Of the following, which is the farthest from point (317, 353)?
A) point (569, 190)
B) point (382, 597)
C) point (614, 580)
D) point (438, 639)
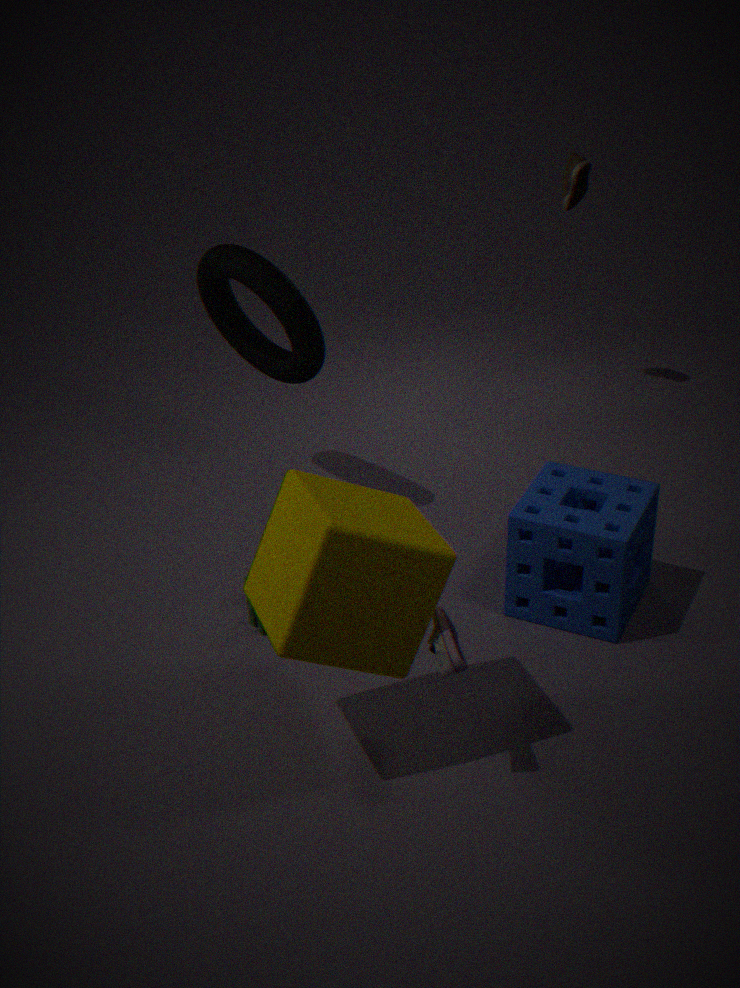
point (438, 639)
